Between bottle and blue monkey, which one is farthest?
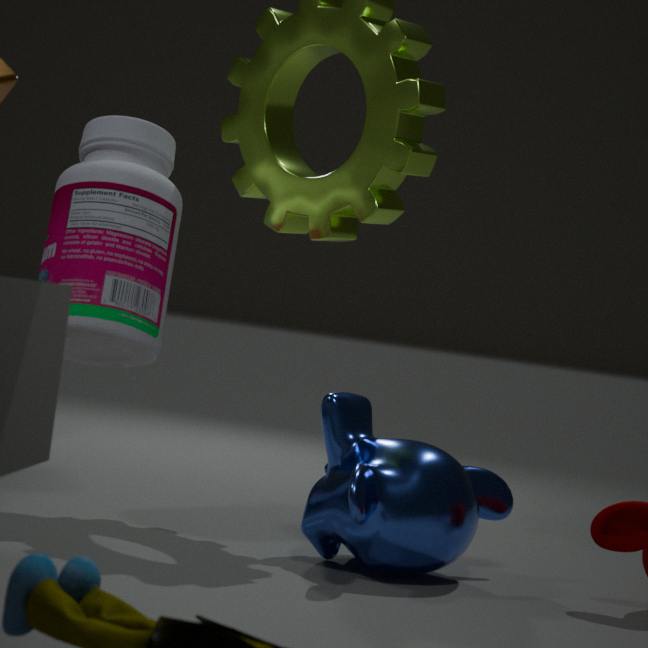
bottle
